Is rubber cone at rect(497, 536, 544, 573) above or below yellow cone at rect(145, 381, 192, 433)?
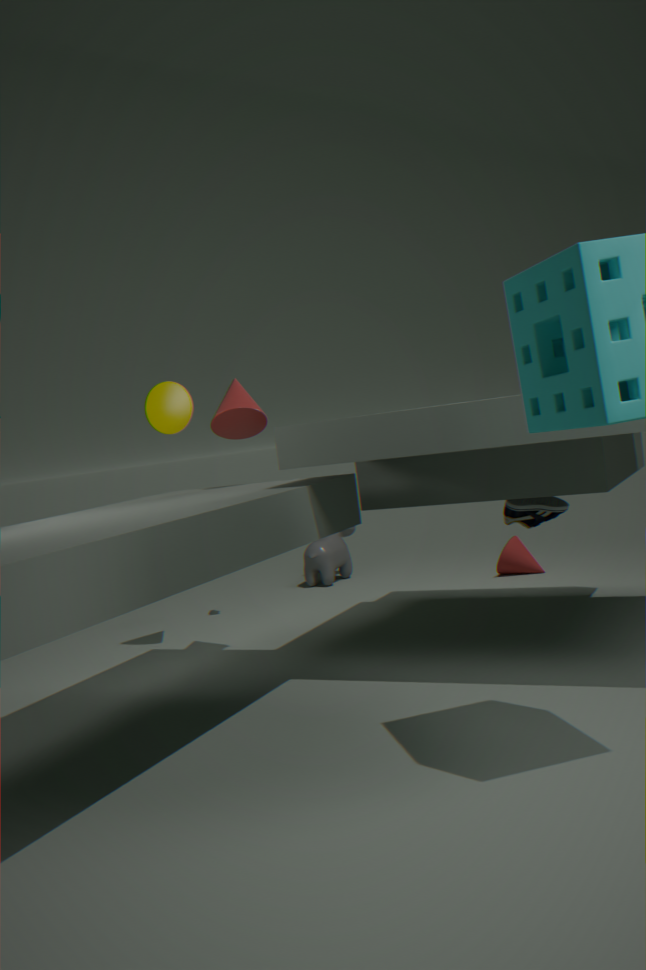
below
